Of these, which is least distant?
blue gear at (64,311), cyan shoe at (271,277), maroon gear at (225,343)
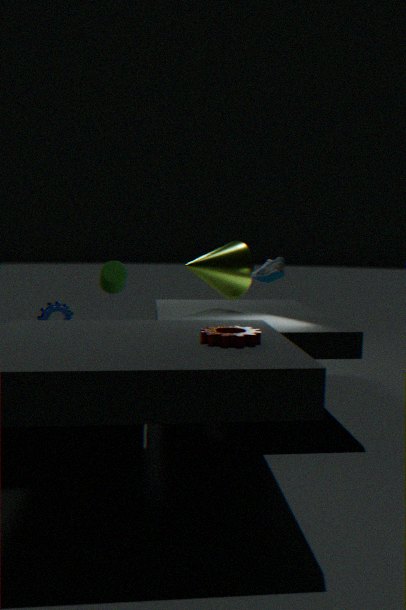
maroon gear at (225,343)
